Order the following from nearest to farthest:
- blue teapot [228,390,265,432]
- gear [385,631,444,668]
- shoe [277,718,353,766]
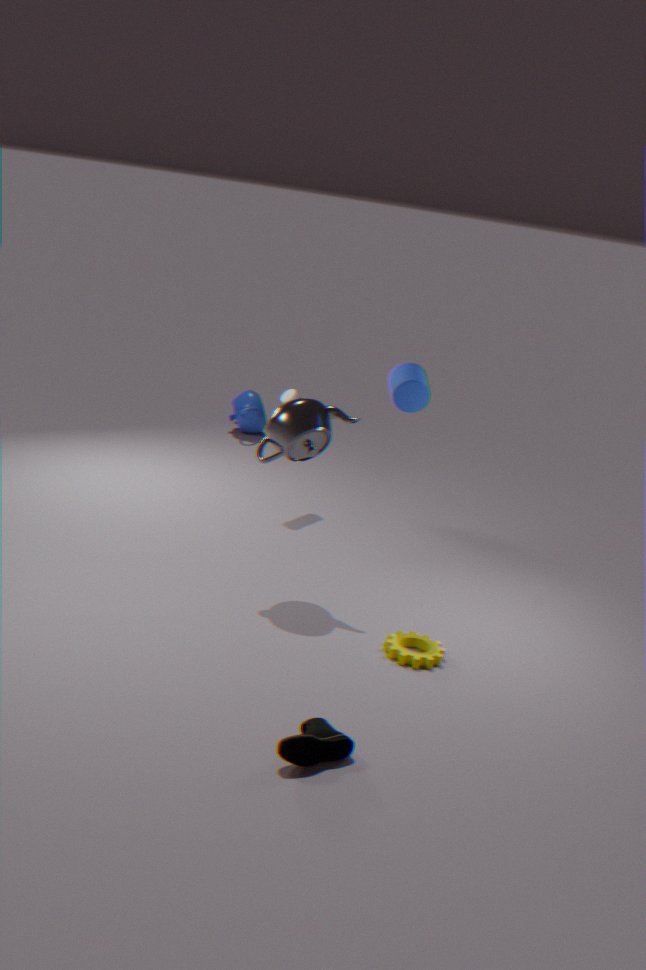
shoe [277,718,353,766] → gear [385,631,444,668] → blue teapot [228,390,265,432]
